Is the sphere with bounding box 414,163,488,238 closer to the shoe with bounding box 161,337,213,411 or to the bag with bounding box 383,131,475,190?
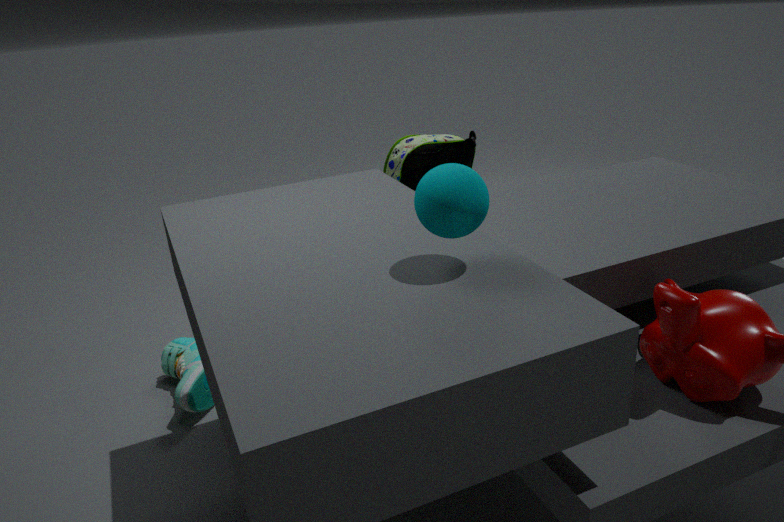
the bag with bounding box 383,131,475,190
